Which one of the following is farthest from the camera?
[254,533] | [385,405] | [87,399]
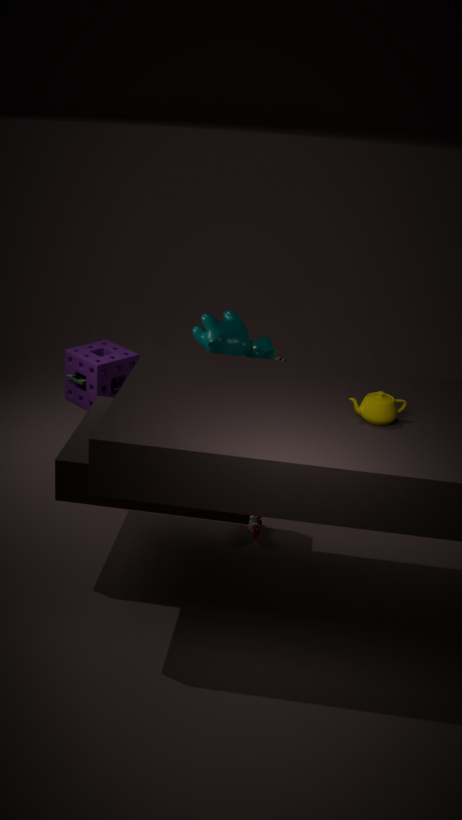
[87,399]
